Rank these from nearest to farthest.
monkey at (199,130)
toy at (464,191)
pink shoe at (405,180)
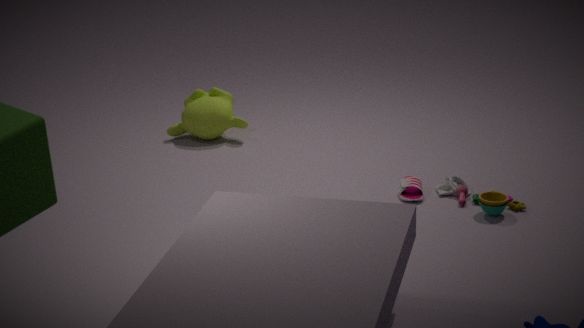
toy at (464,191) → pink shoe at (405,180) → monkey at (199,130)
